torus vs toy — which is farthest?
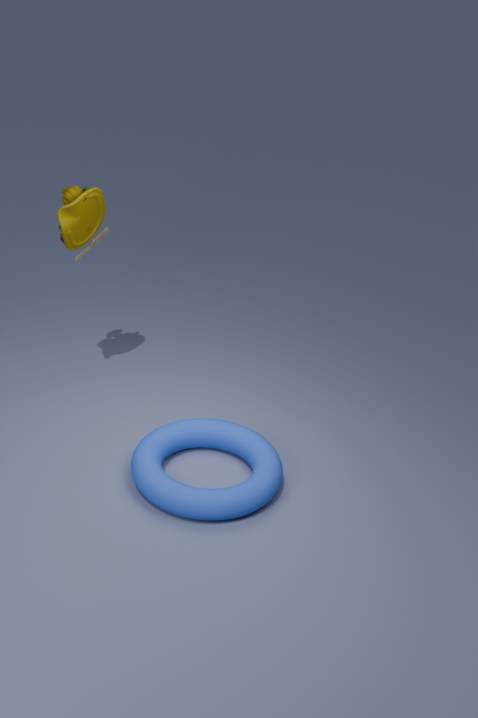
toy
